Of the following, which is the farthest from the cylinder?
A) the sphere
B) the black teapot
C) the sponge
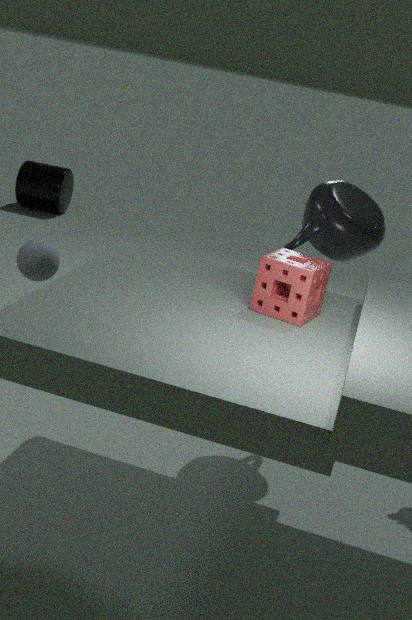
the sponge
